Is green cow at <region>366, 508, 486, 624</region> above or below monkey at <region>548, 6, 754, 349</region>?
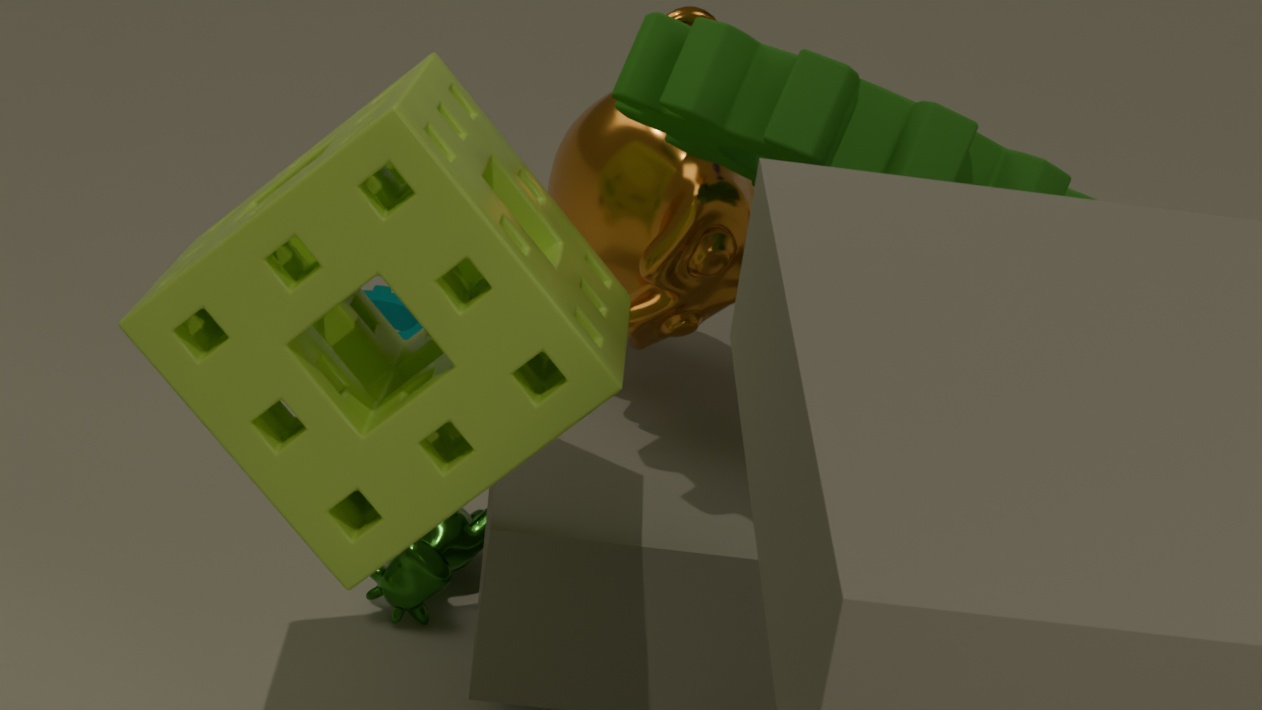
below
